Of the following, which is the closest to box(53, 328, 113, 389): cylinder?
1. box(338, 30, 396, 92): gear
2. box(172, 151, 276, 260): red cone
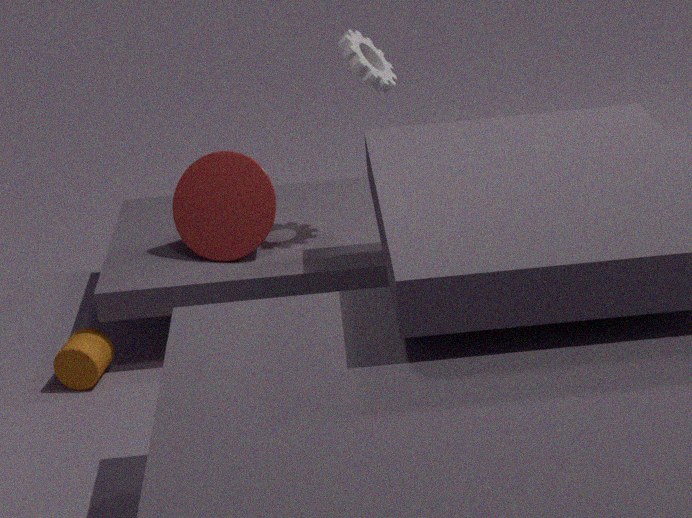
box(172, 151, 276, 260): red cone
